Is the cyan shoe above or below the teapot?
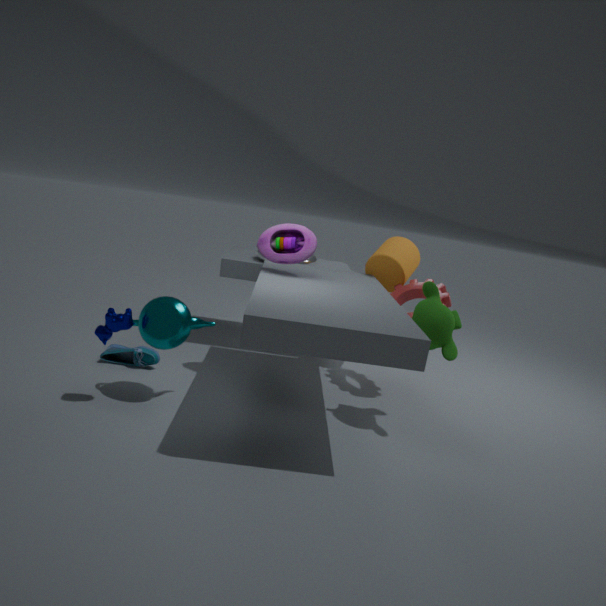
below
